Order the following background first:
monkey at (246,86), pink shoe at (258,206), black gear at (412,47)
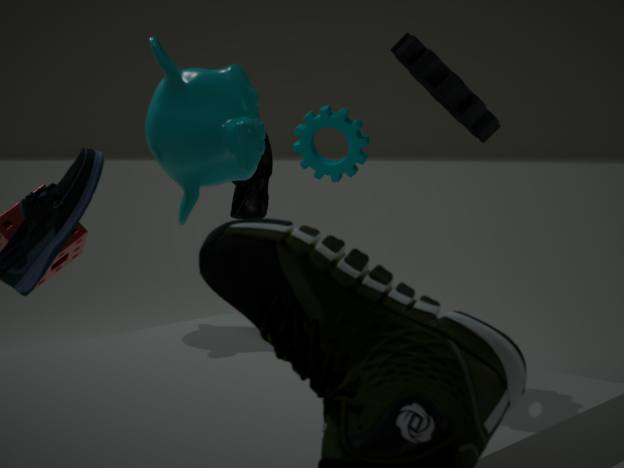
pink shoe at (258,206)
monkey at (246,86)
black gear at (412,47)
